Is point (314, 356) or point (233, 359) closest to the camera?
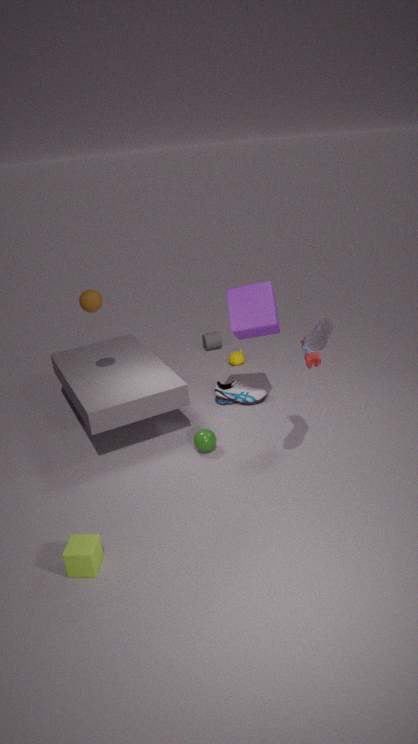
point (314, 356)
